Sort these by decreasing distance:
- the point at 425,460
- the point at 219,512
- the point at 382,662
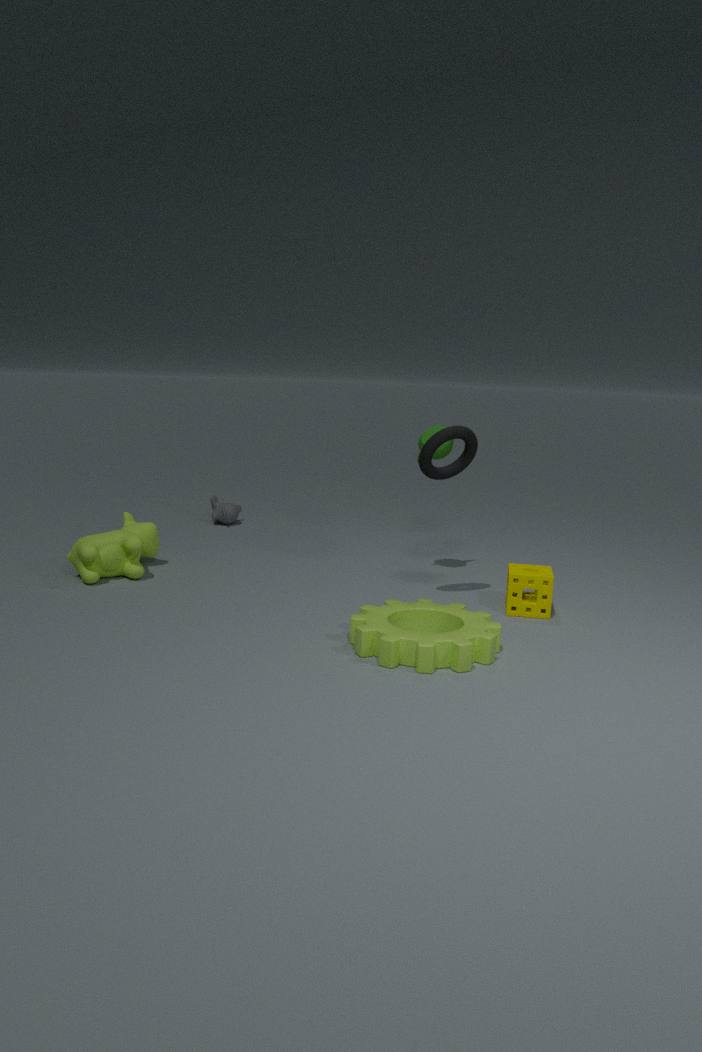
the point at 219,512, the point at 425,460, the point at 382,662
